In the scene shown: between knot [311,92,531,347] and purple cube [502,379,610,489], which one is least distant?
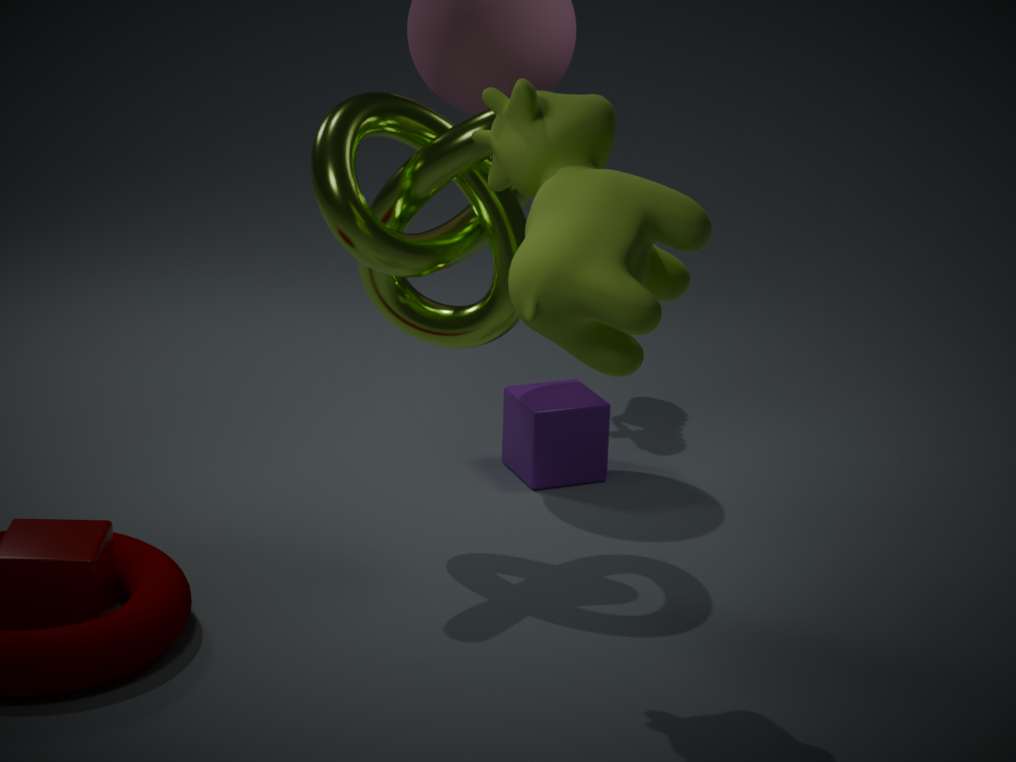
knot [311,92,531,347]
